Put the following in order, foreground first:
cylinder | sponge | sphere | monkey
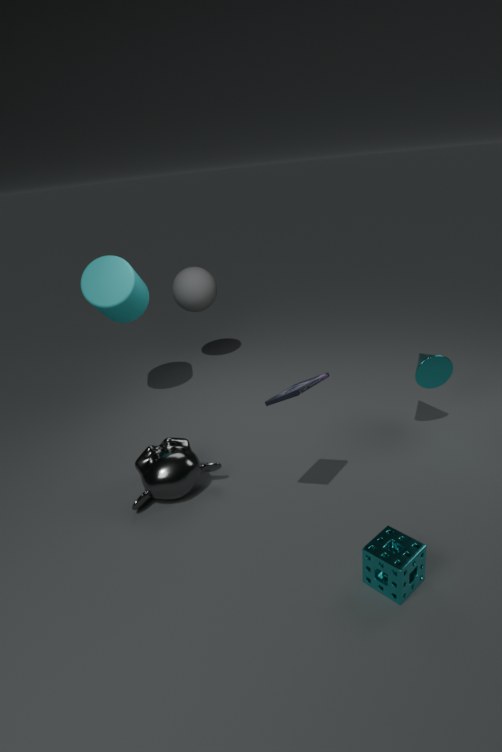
sponge < monkey < cylinder < sphere
